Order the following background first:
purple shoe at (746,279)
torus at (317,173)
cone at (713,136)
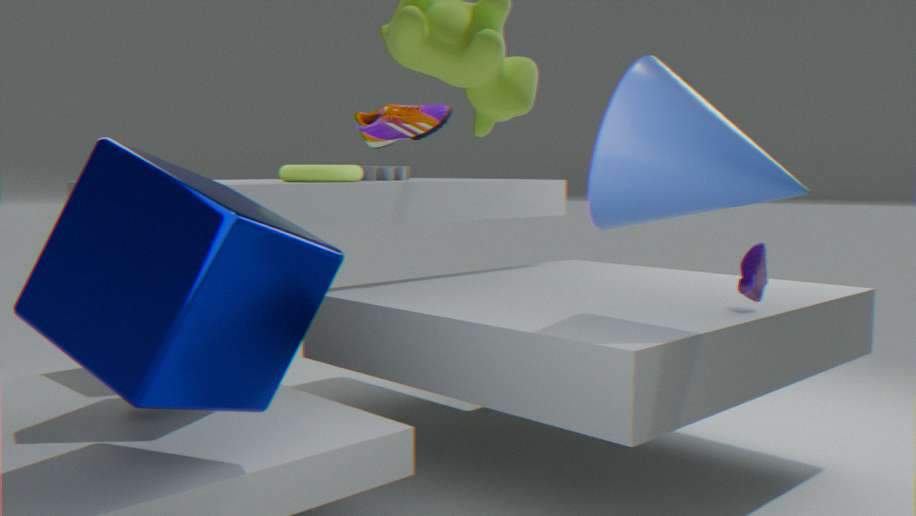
torus at (317,173) < purple shoe at (746,279) < cone at (713,136)
